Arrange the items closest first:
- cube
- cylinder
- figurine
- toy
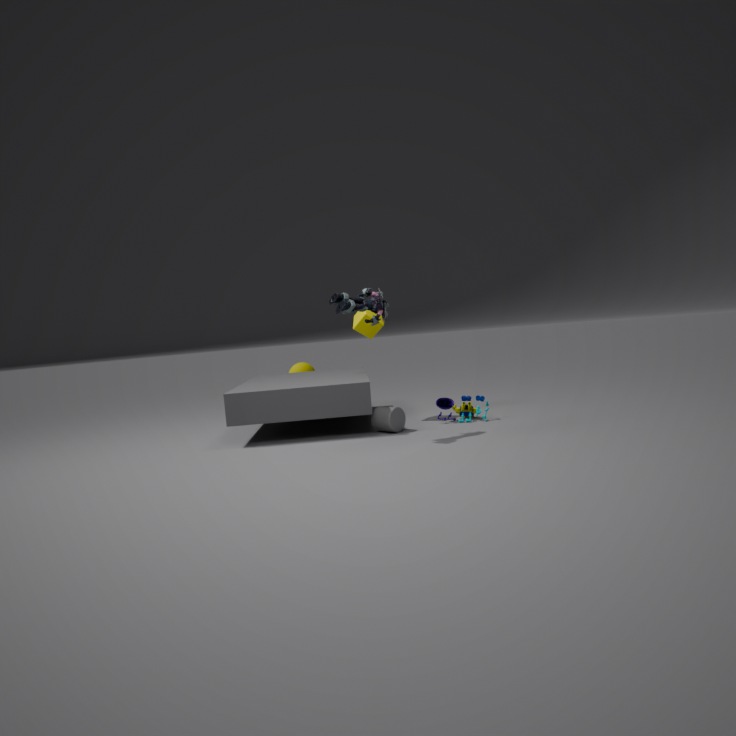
figurine, cylinder, toy, cube
